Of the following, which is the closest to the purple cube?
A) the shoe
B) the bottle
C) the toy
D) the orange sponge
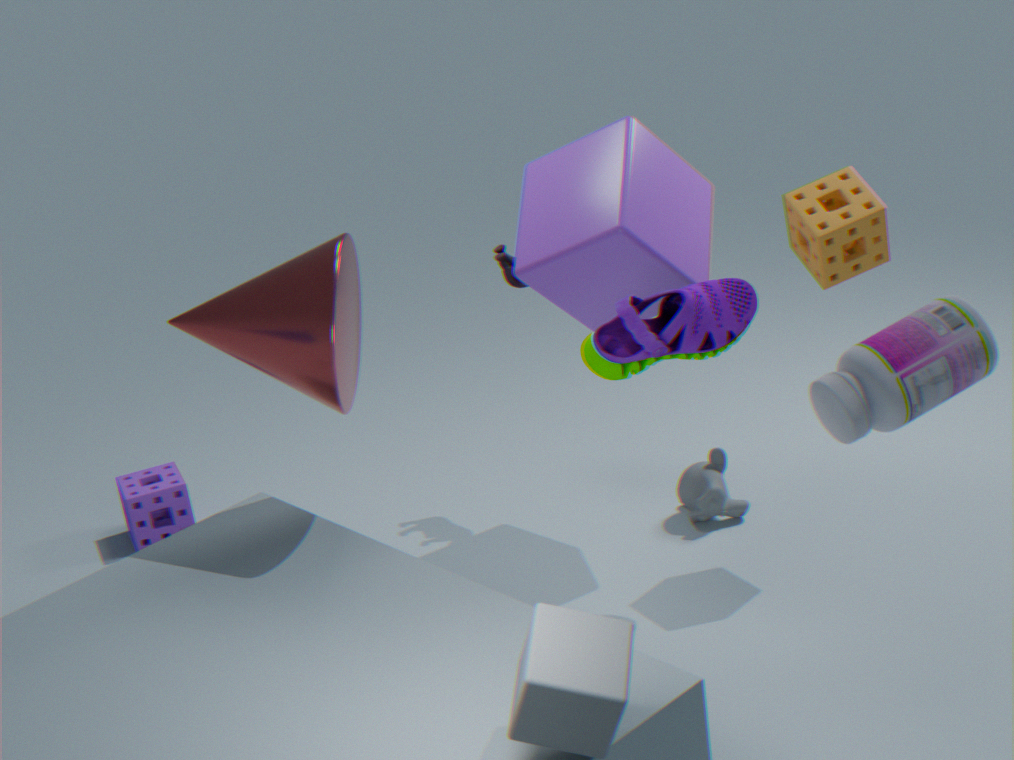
the toy
